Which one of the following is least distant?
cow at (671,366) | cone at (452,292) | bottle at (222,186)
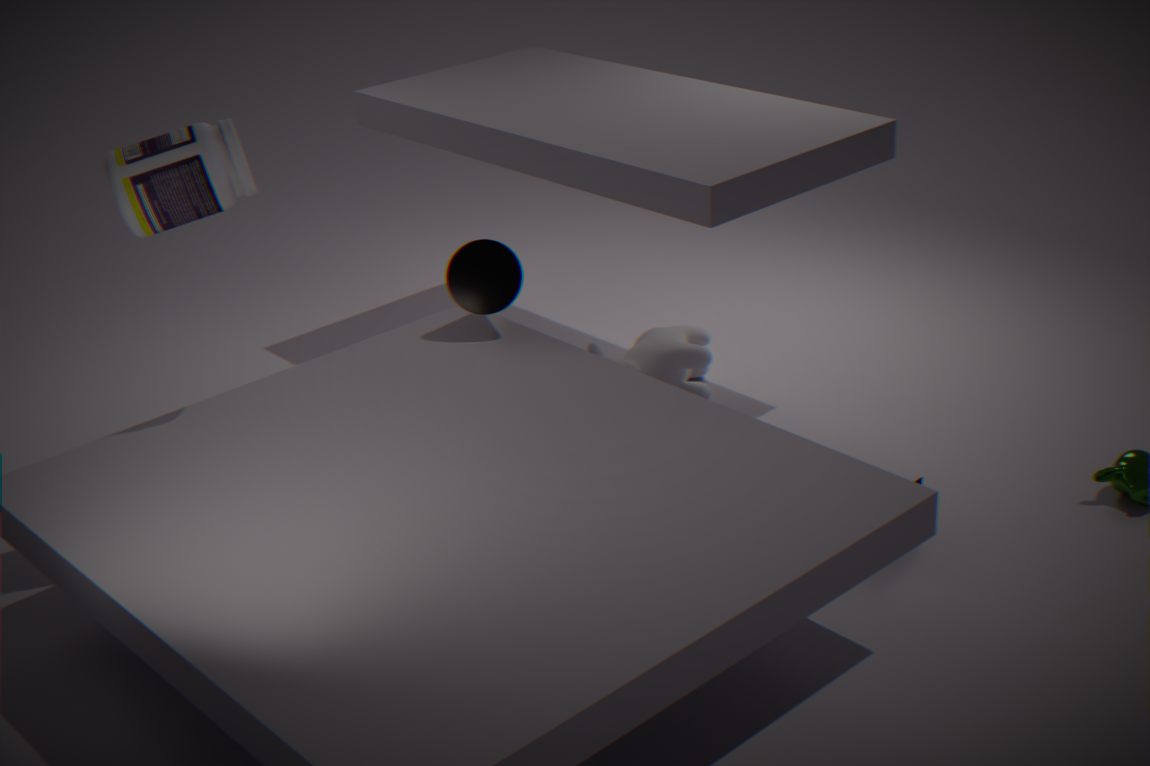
bottle at (222,186)
